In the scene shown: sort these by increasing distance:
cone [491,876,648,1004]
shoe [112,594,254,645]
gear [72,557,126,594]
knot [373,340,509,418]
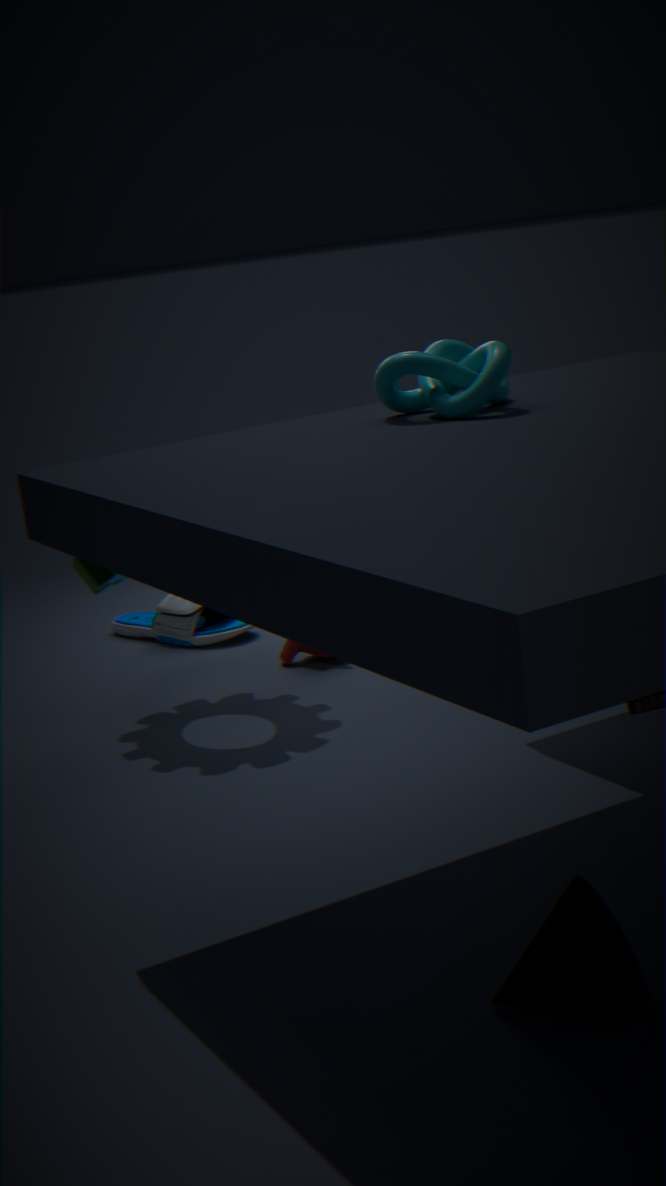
cone [491,876,648,1004] → knot [373,340,509,418] → gear [72,557,126,594] → shoe [112,594,254,645]
